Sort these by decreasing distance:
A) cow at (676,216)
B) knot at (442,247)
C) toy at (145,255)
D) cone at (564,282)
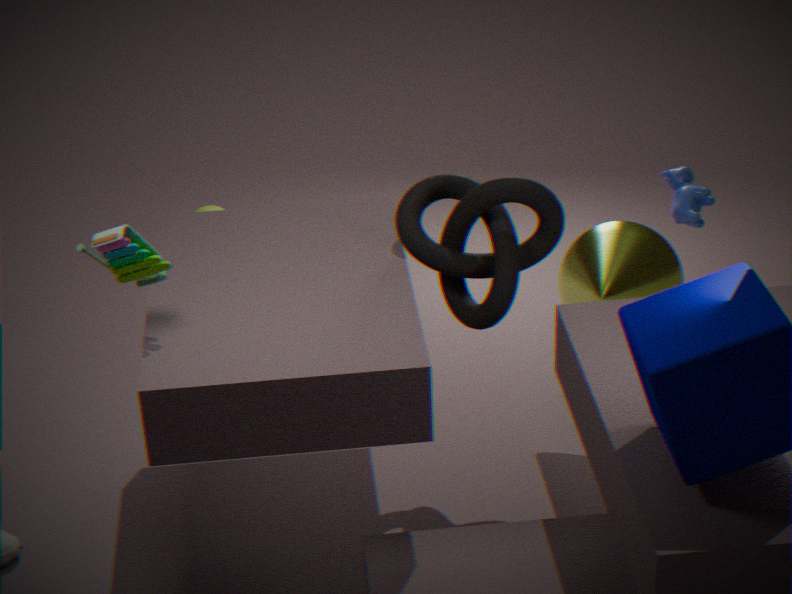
cow at (676,216) → cone at (564,282) → knot at (442,247) → toy at (145,255)
